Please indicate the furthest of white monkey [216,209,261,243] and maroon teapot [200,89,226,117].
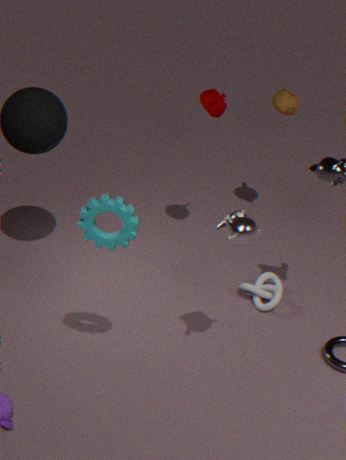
maroon teapot [200,89,226,117]
